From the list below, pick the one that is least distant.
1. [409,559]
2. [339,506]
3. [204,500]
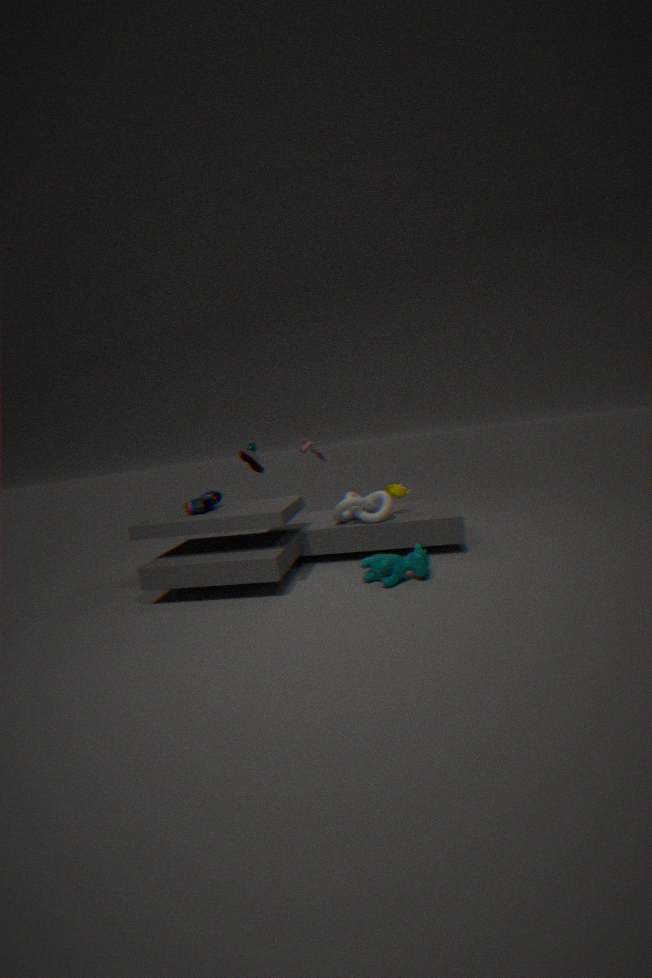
[409,559]
